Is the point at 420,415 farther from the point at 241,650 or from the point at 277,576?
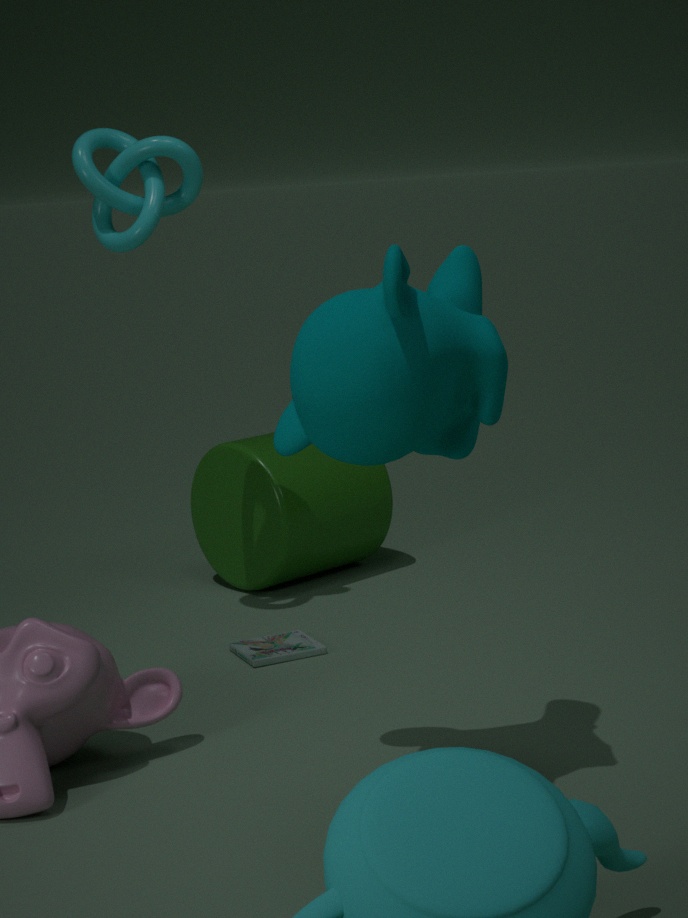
the point at 277,576
